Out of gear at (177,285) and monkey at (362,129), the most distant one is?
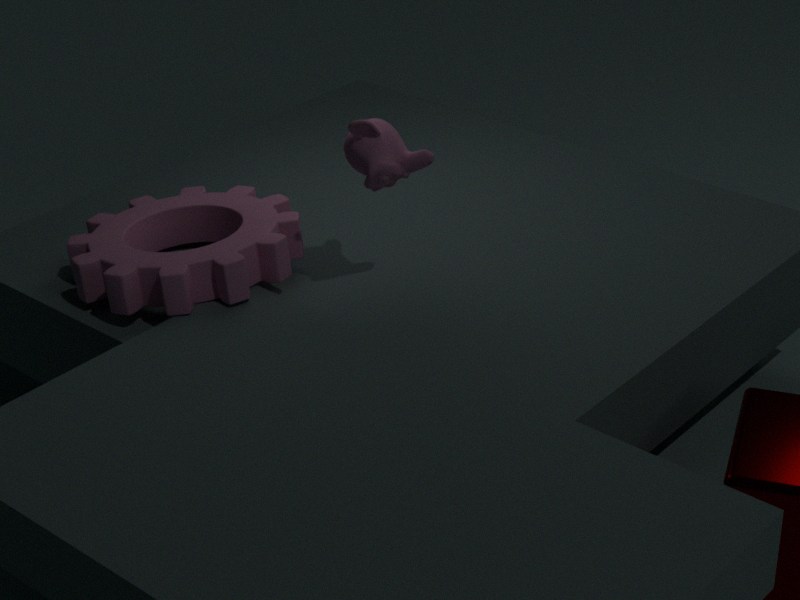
gear at (177,285)
